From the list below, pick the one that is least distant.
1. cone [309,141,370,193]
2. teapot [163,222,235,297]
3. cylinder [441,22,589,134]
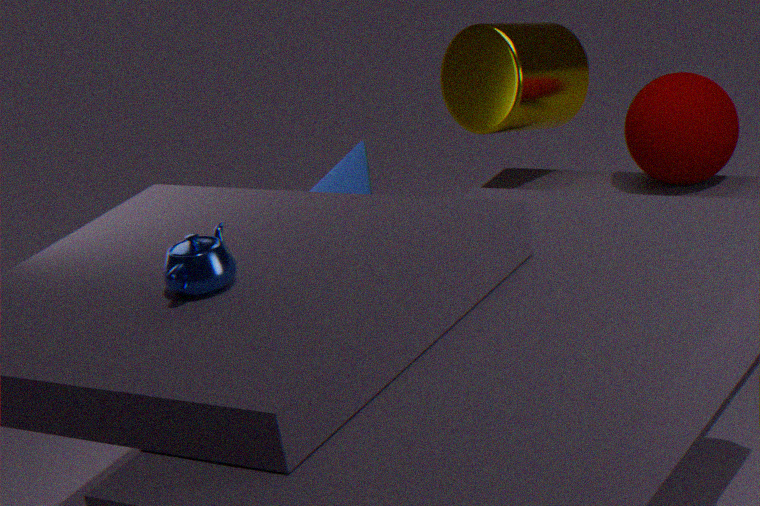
teapot [163,222,235,297]
